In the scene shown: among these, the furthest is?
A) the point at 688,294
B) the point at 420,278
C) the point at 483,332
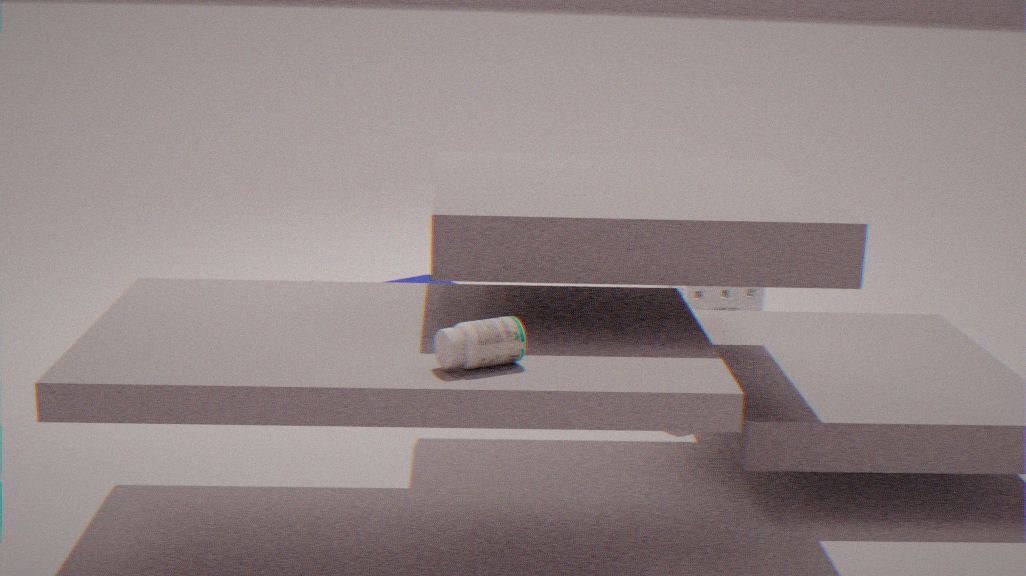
A. the point at 688,294
